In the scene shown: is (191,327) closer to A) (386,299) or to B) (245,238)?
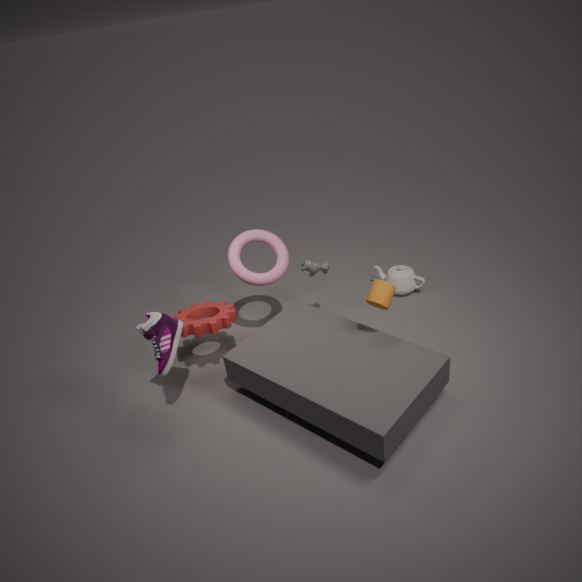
B) (245,238)
